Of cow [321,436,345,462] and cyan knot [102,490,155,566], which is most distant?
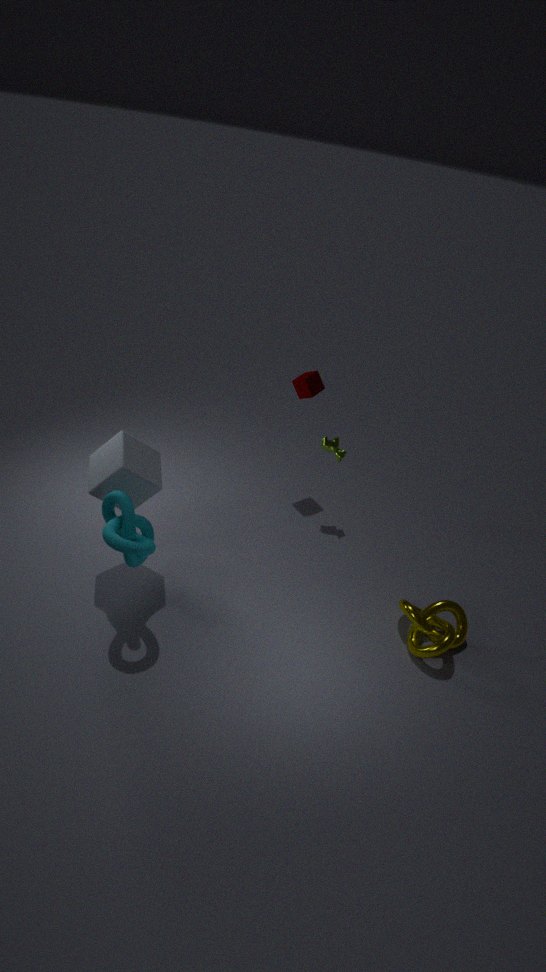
cow [321,436,345,462]
